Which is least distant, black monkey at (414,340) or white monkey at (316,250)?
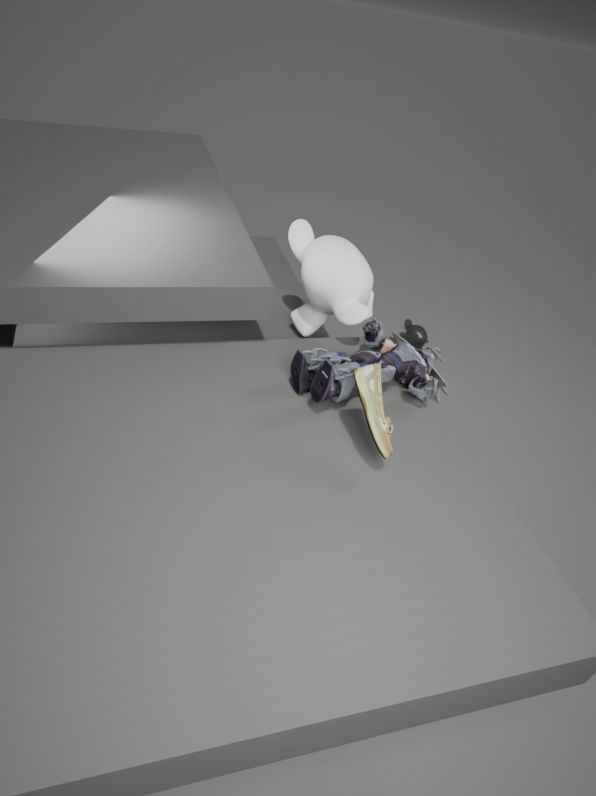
white monkey at (316,250)
